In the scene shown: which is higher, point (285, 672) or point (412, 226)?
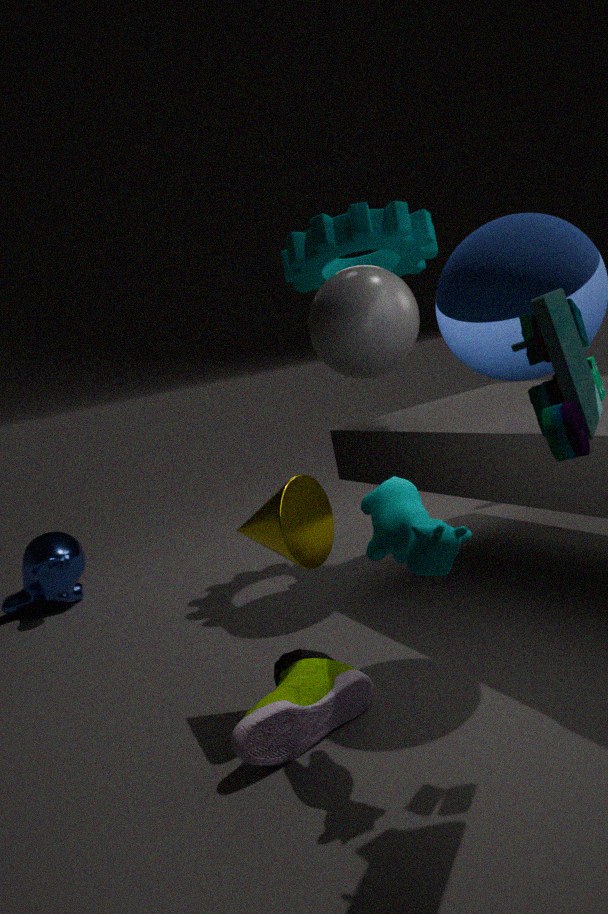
point (412, 226)
